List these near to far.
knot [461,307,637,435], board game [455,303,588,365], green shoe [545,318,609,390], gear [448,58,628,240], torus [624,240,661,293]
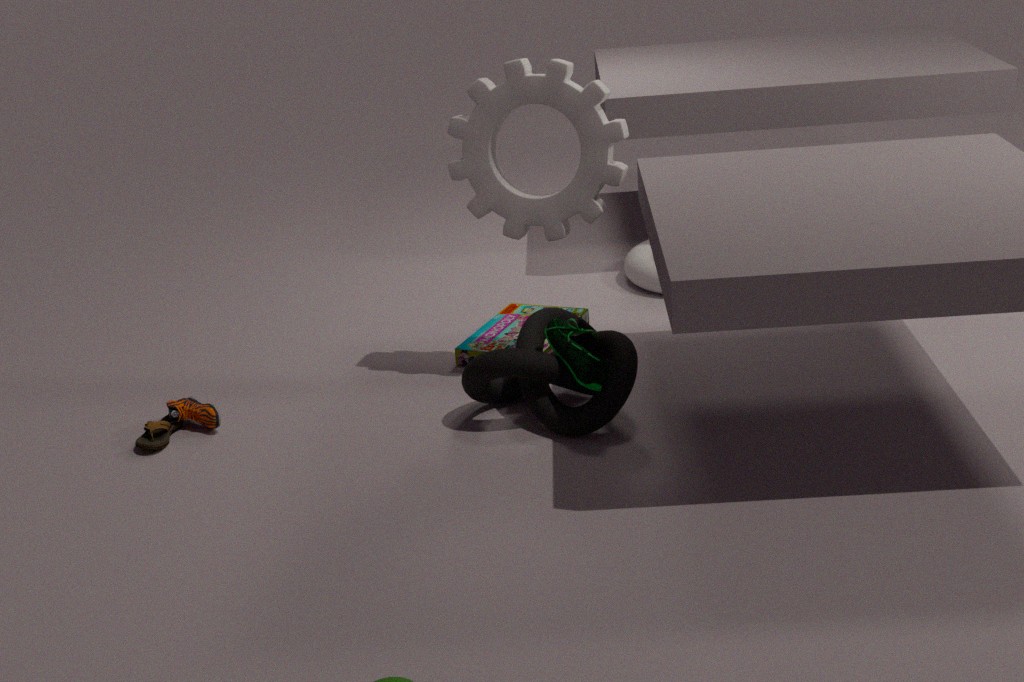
green shoe [545,318,609,390] < knot [461,307,637,435] < gear [448,58,628,240] < board game [455,303,588,365] < torus [624,240,661,293]
